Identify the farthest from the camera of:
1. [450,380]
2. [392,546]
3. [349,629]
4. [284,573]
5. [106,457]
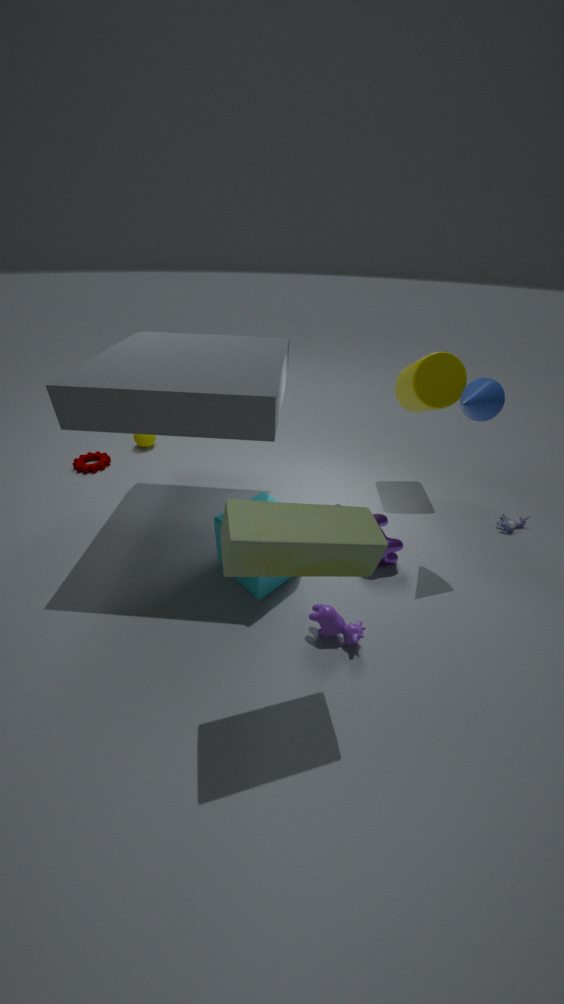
[106,457]
